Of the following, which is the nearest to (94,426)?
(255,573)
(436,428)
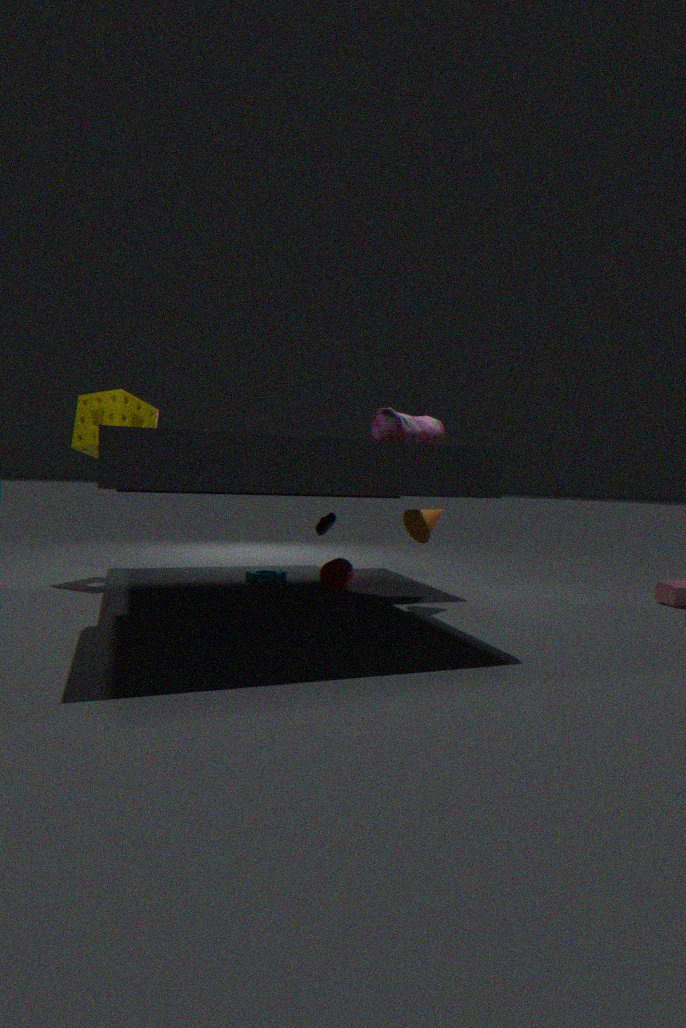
(255,573)
